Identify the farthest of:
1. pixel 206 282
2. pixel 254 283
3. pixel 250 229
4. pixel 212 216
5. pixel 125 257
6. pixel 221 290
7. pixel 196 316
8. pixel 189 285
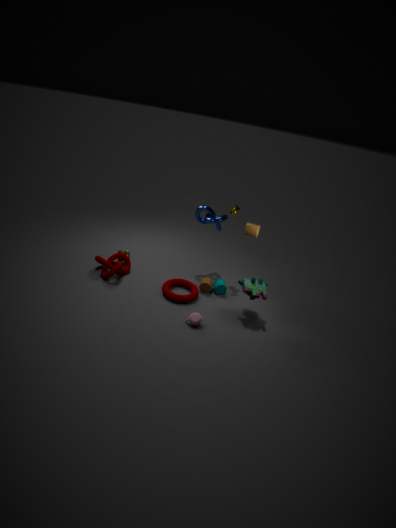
pixel 212 216
